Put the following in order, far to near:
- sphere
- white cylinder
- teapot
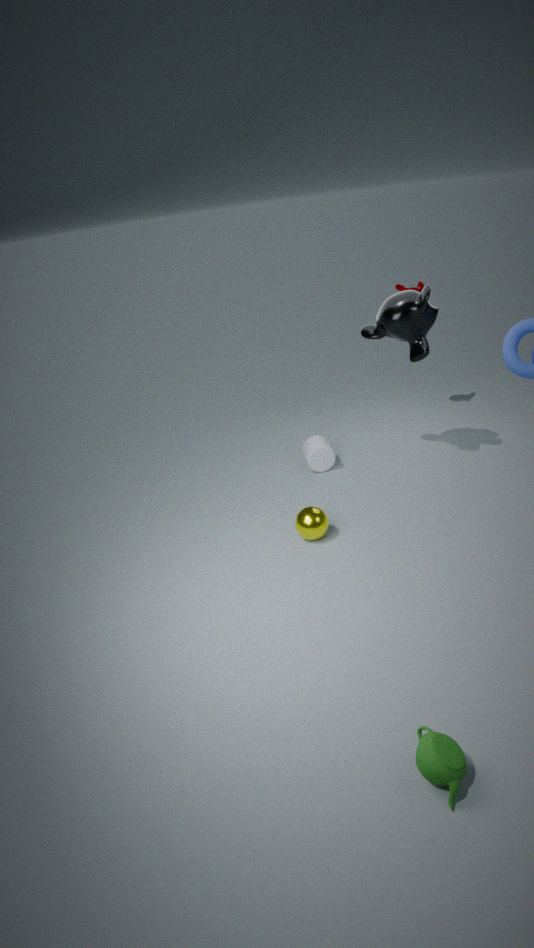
1. white cylinder
2. sphere
3. teapot
